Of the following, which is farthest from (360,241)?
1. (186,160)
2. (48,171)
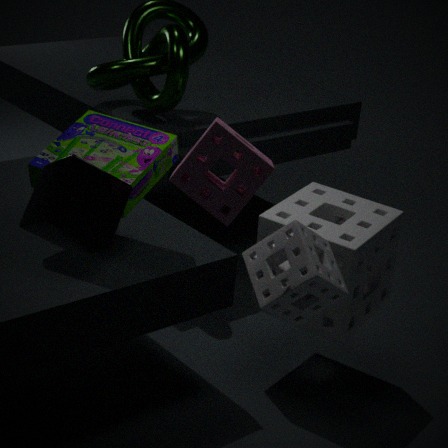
(48,171)
